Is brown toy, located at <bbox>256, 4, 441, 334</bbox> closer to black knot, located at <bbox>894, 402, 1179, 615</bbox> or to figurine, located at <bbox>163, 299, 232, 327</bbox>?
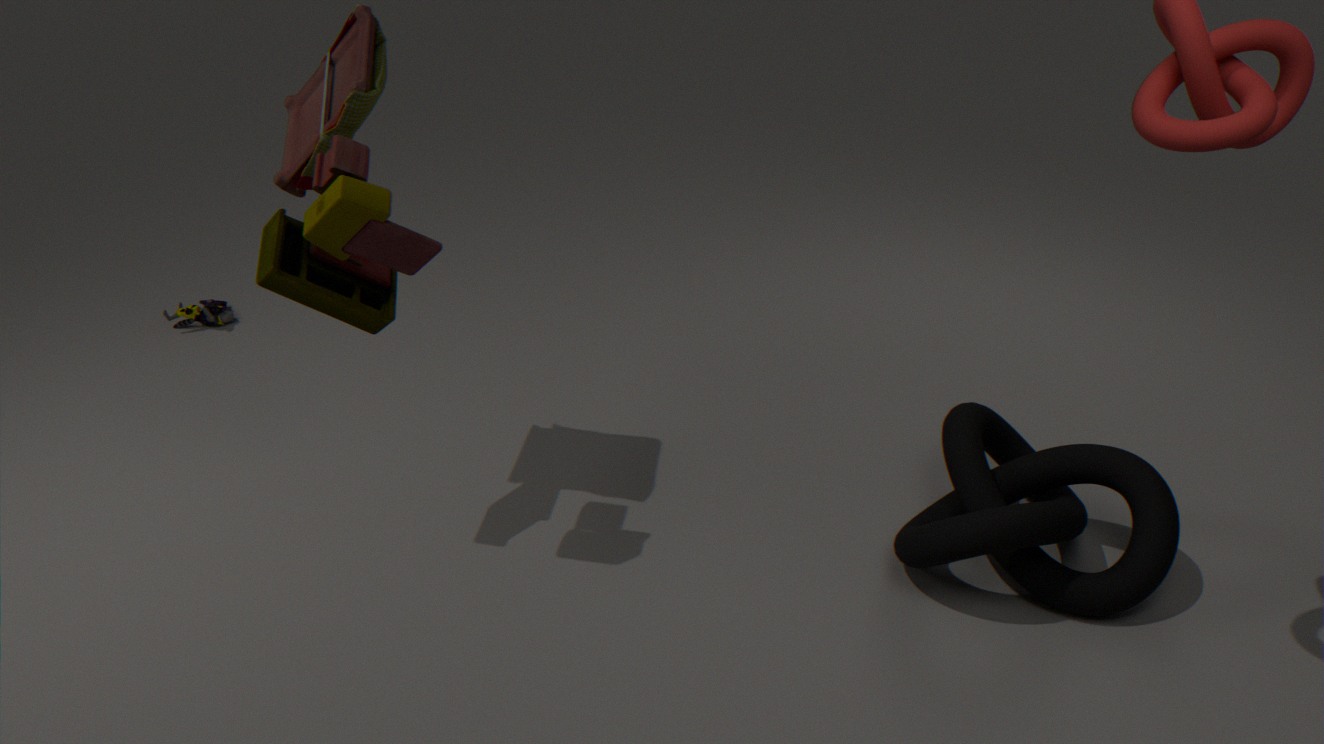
black knot, located at <bbox>894, 402, 1179, 615</bbox>
